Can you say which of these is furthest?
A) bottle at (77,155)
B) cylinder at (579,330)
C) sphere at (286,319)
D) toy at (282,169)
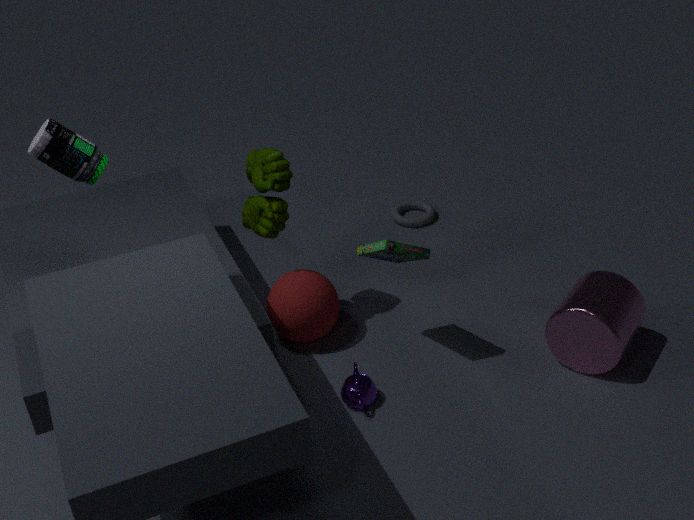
sphere at (286,319)
